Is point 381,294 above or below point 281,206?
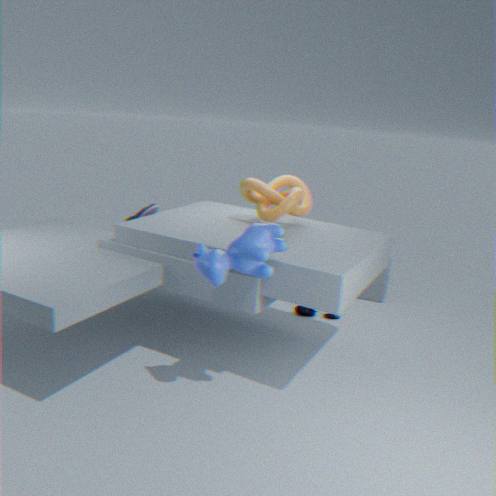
below
